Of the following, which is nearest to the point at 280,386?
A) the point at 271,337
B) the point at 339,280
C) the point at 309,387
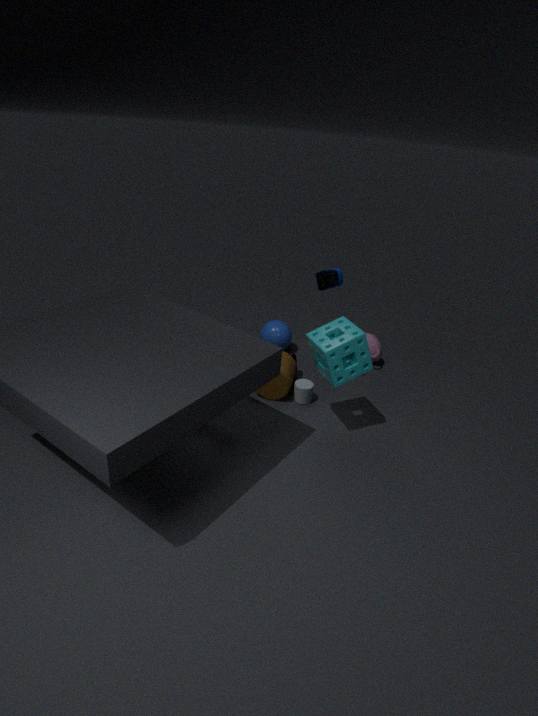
the point at 309,387
